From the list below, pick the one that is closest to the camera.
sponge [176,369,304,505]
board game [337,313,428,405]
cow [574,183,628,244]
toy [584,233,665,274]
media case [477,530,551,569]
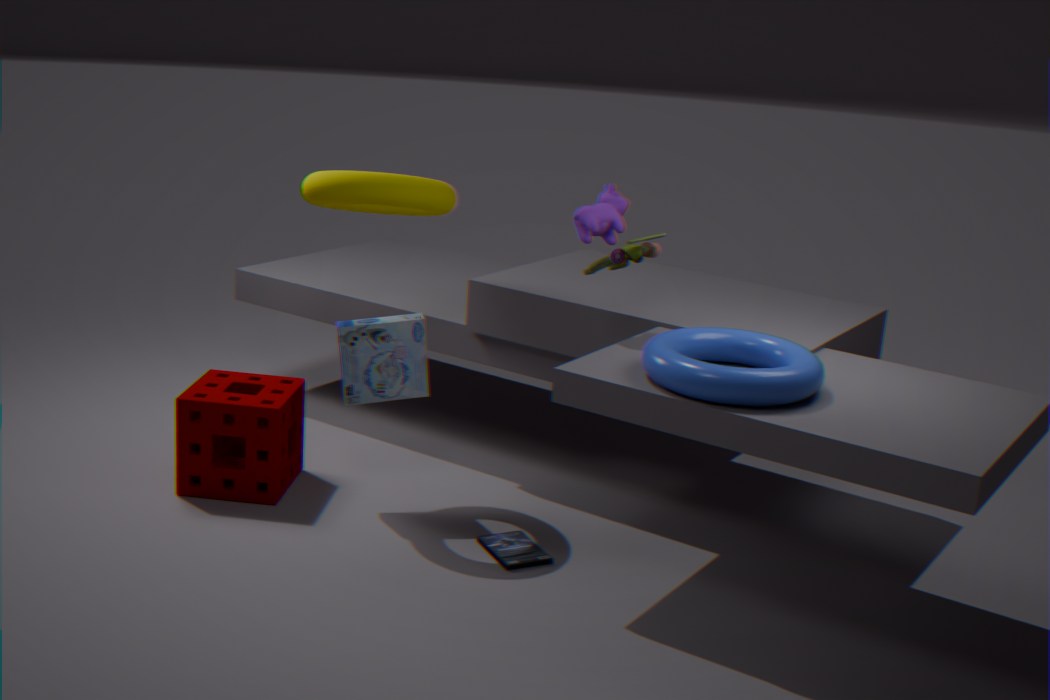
toy [584,233,665,274]
